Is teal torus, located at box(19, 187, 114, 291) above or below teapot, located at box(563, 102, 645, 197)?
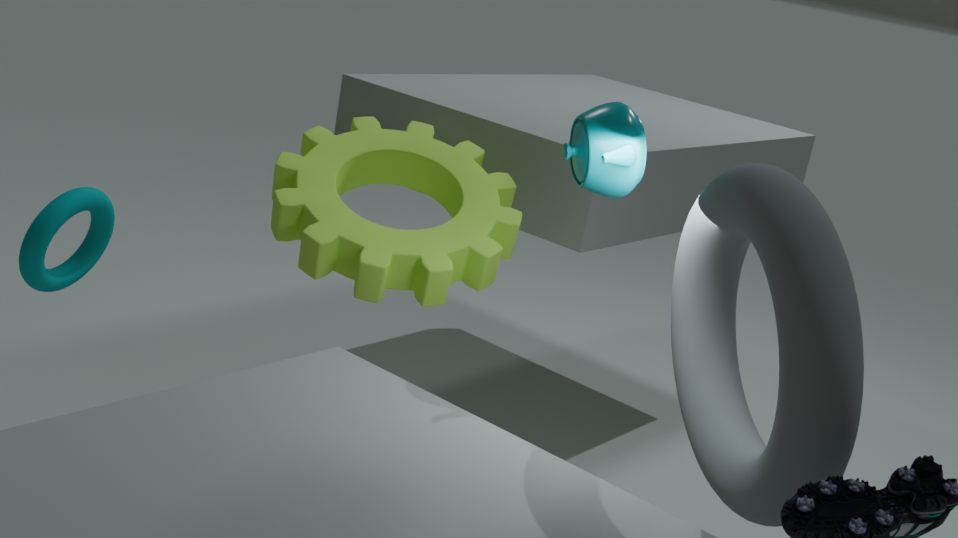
below
